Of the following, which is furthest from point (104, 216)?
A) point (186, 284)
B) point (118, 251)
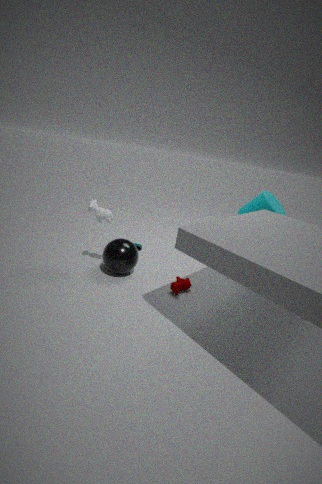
point (186, 284)
